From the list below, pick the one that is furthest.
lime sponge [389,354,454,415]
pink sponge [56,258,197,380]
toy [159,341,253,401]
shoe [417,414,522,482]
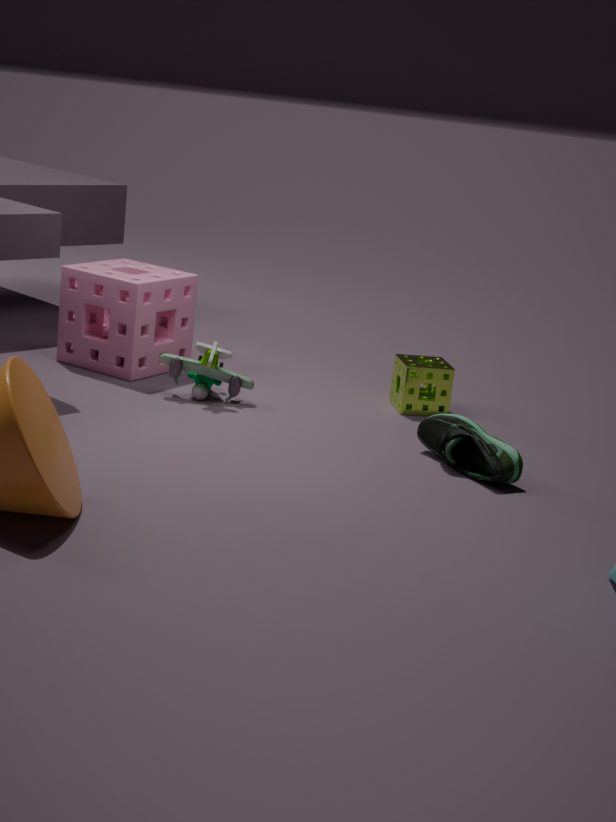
pink sponge [56,258,197,380]
